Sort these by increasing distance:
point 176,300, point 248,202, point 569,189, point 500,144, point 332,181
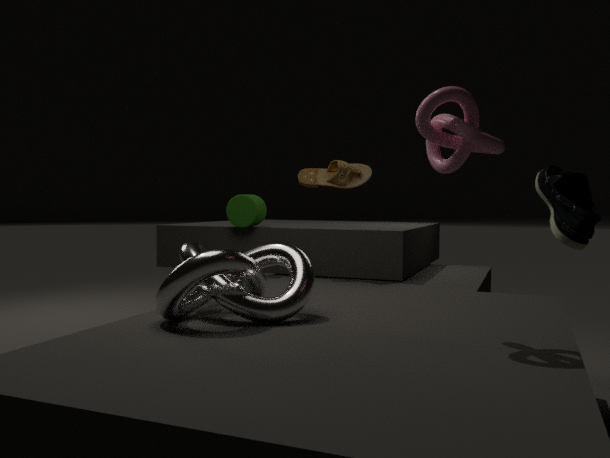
point 500,144, point 569,189, point 176,300, point 332,181, point 248,202
